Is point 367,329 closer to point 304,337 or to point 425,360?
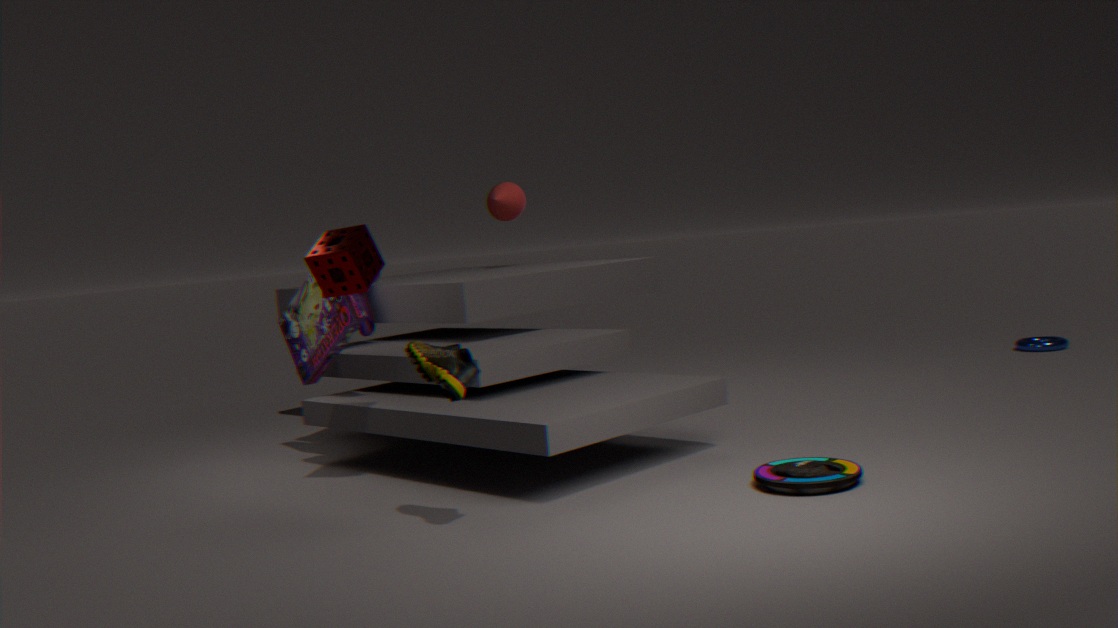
point 304,337
